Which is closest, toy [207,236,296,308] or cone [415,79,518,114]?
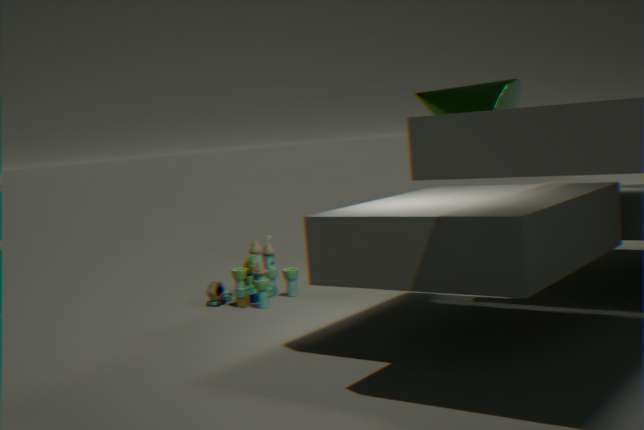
cone [415,79,518,114]
